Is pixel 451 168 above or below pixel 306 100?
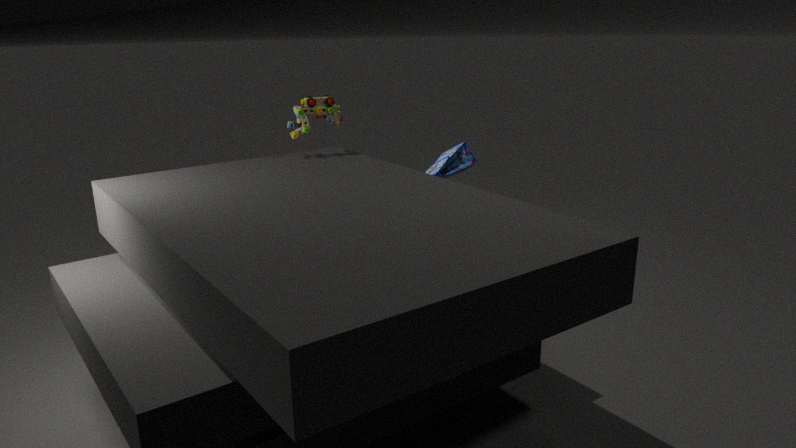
below
